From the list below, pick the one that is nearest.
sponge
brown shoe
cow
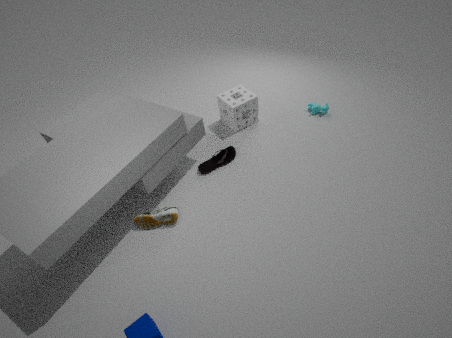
brown shoe
